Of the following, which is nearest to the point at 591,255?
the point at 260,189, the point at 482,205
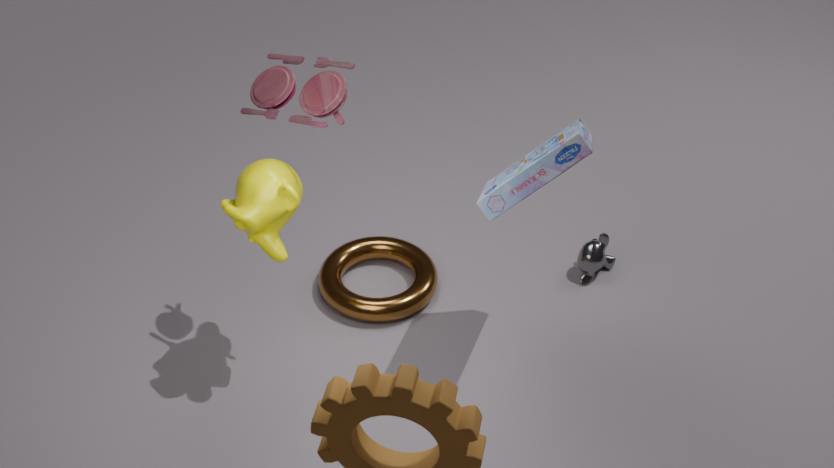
the point at 482,205
